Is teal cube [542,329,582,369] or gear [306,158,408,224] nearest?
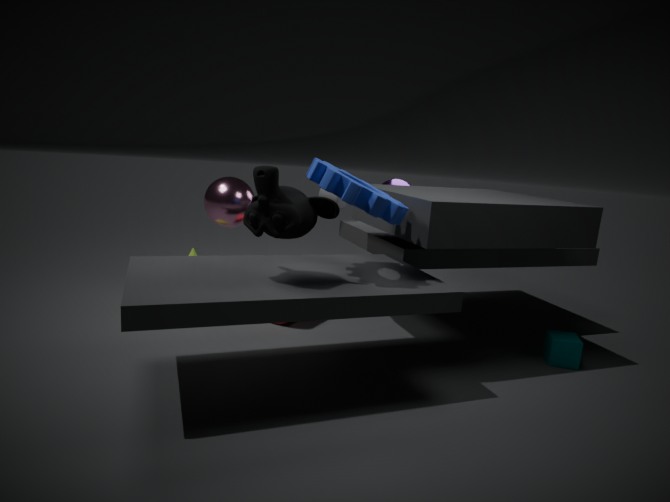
gear [306,158,408,224]
